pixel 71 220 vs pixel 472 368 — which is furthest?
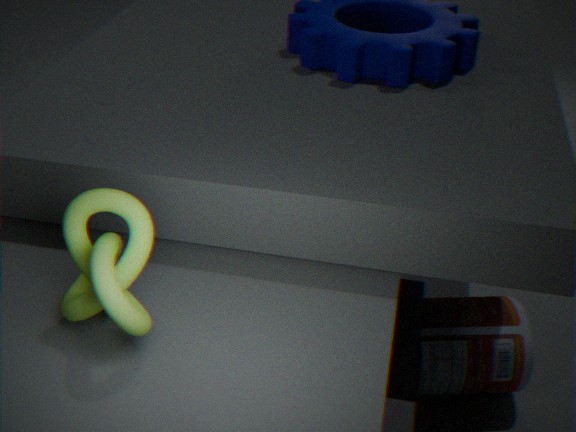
pixel 472 368
